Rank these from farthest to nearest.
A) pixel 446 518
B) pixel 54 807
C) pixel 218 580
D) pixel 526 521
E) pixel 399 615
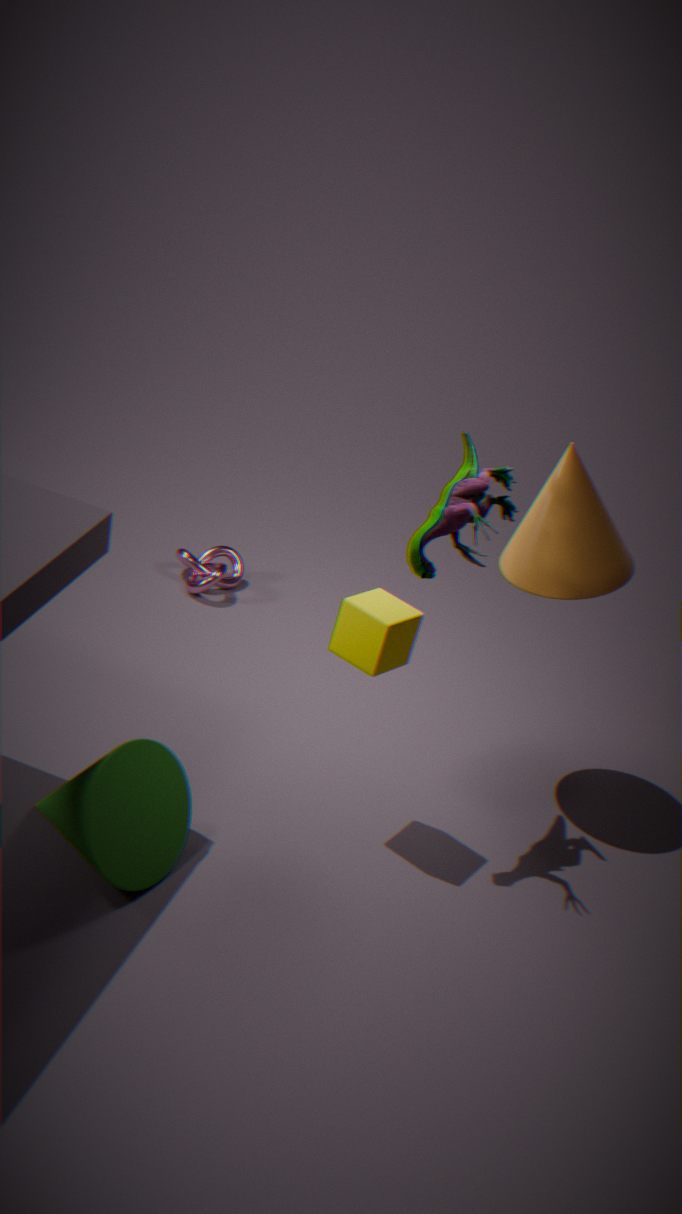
C. pixel 218 580
D. pixel 526 521
E. pixel 399 615
A. pixel 446 518
B. pixel 54 807
